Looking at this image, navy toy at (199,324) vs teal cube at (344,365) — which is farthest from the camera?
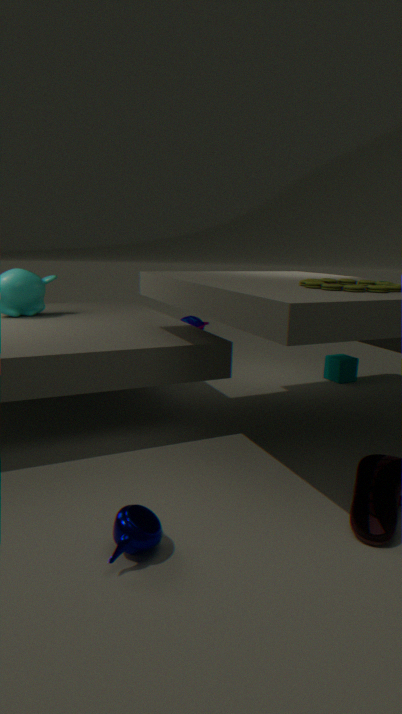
navy toy at (199,324)
